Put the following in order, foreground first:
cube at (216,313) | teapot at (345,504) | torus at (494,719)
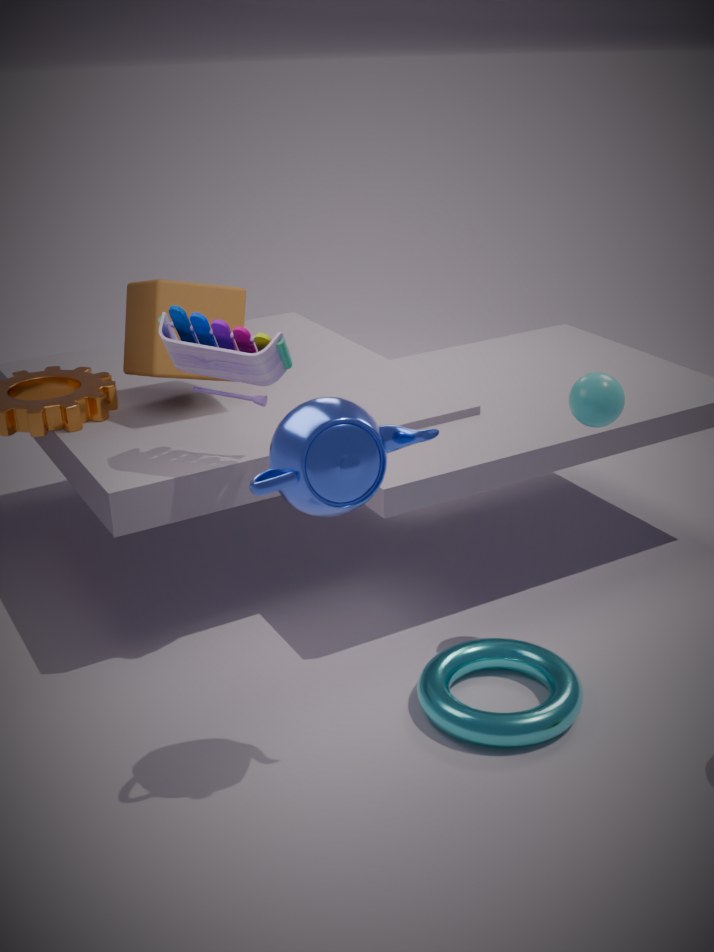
1. teapot at (345,504)
2. torus at (494,719)
3. cube at (216,313)
